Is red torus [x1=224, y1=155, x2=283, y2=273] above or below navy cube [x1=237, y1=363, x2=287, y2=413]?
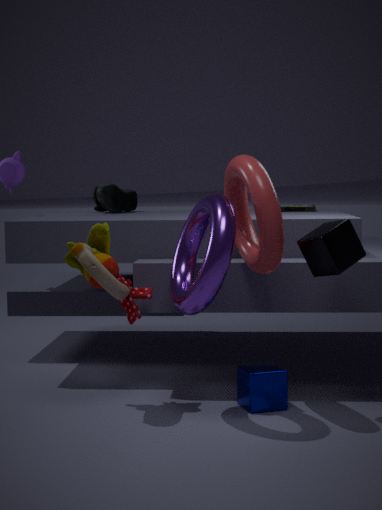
above
